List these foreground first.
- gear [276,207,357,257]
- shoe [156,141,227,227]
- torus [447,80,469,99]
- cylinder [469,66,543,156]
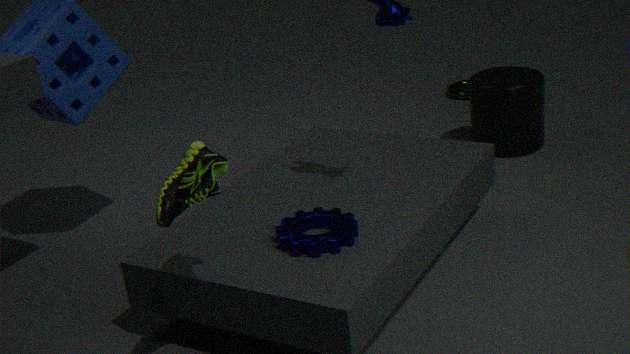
shoe [156,141,227,227] → gear [276,207,357,257] → cylinder [469,66,543,156] → torus [447,80,469,99]
